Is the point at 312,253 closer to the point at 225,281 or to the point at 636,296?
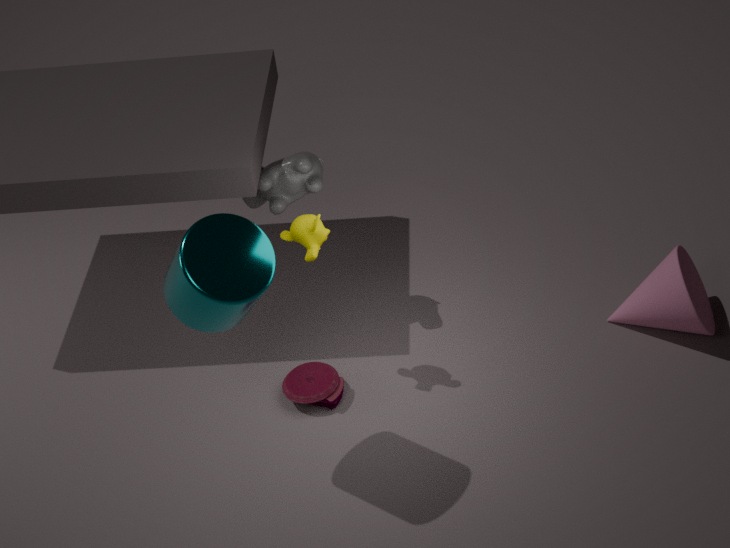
the point at 225,281
